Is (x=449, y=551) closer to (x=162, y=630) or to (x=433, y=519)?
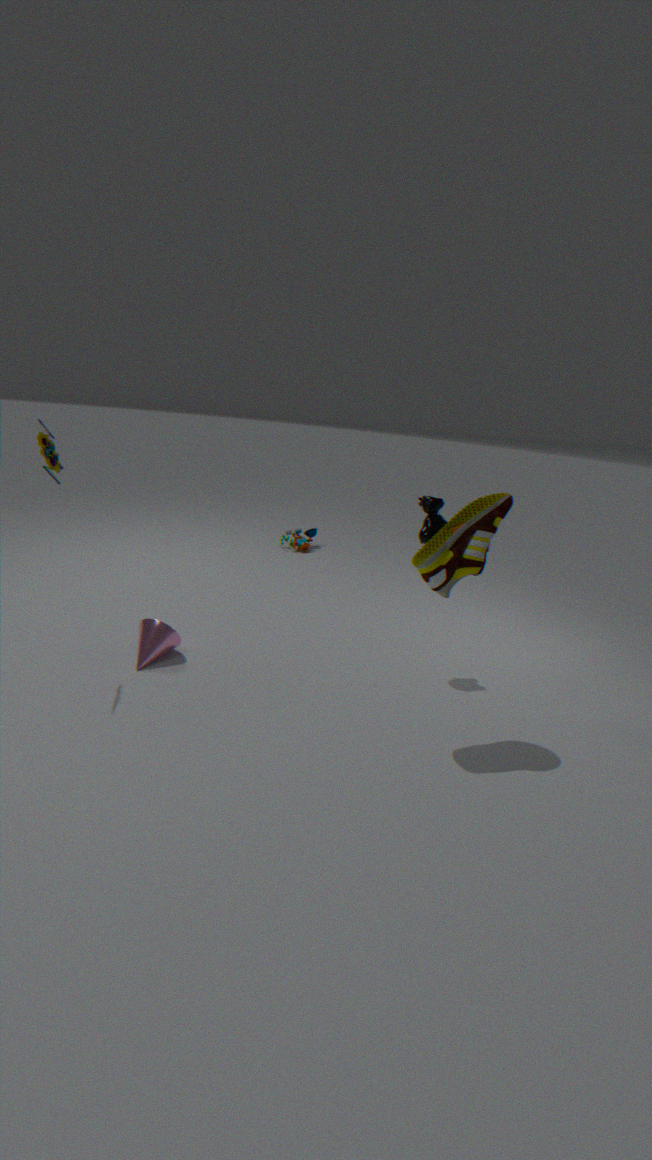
(x=433, y=519)
